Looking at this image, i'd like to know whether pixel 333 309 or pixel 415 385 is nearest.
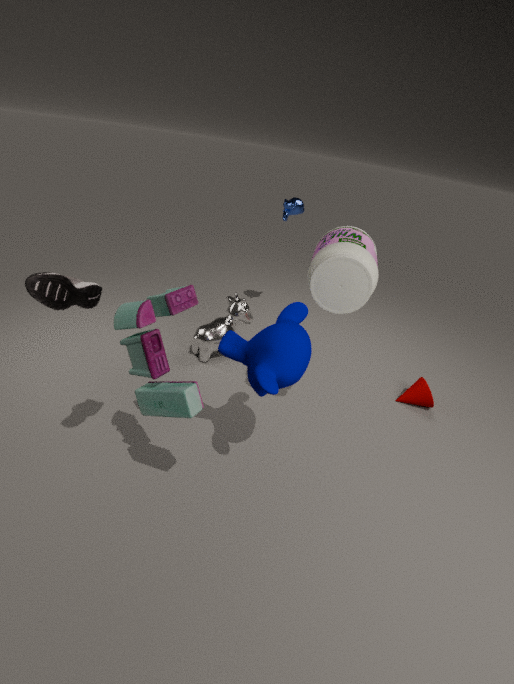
pixel 333 309
